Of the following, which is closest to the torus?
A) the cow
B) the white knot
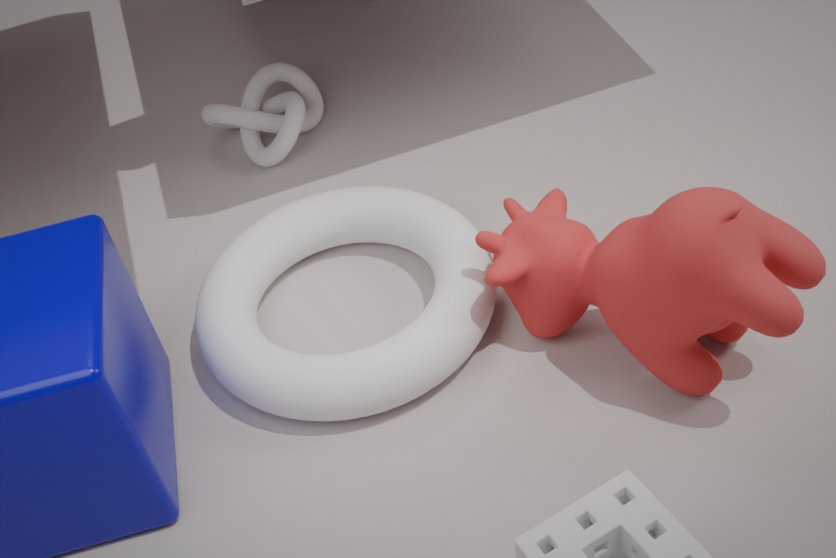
the cow
